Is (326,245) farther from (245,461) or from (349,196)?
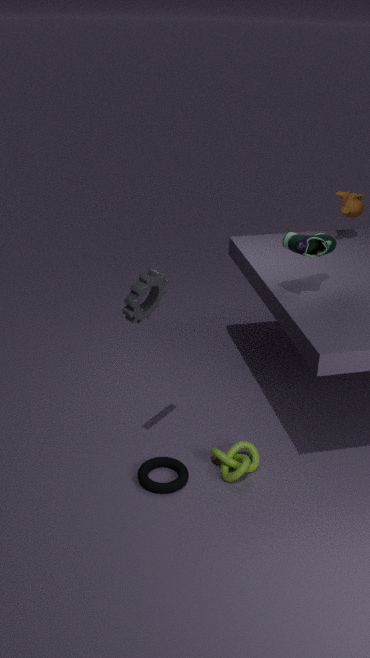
(245,461)
